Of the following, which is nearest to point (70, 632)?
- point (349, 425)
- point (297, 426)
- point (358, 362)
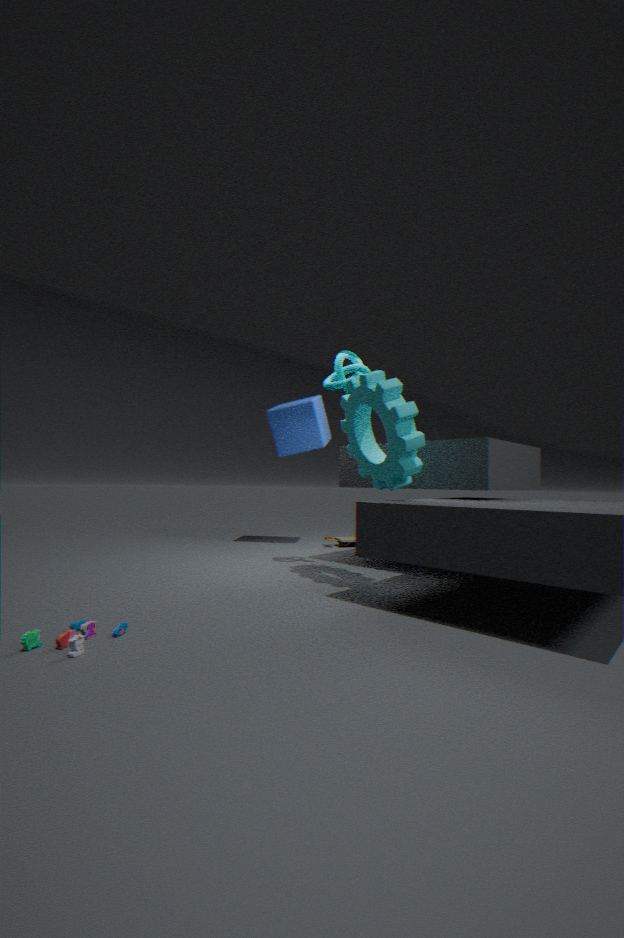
point (349, 425)
